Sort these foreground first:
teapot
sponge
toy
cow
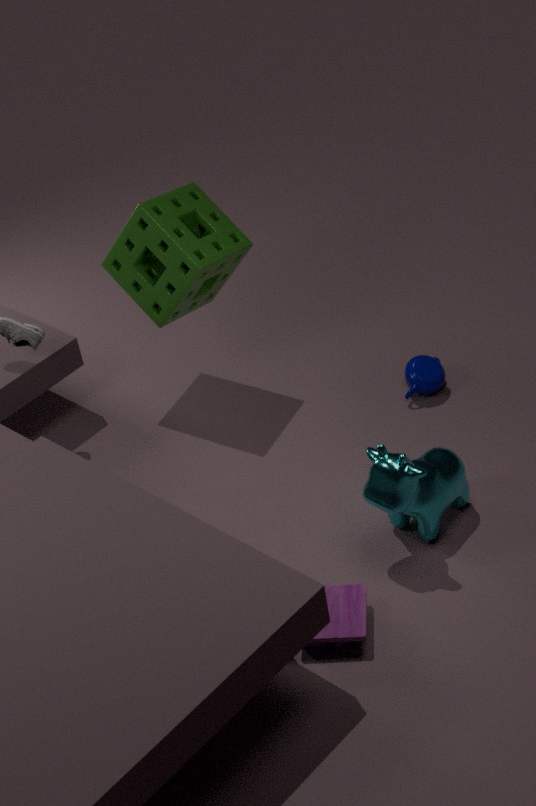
toy, cow, sponge, teapot
